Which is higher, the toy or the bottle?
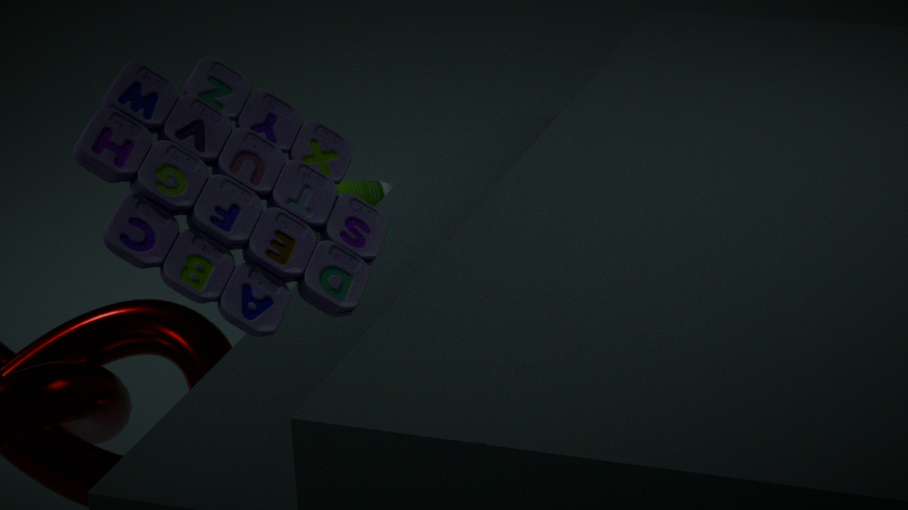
the toy
